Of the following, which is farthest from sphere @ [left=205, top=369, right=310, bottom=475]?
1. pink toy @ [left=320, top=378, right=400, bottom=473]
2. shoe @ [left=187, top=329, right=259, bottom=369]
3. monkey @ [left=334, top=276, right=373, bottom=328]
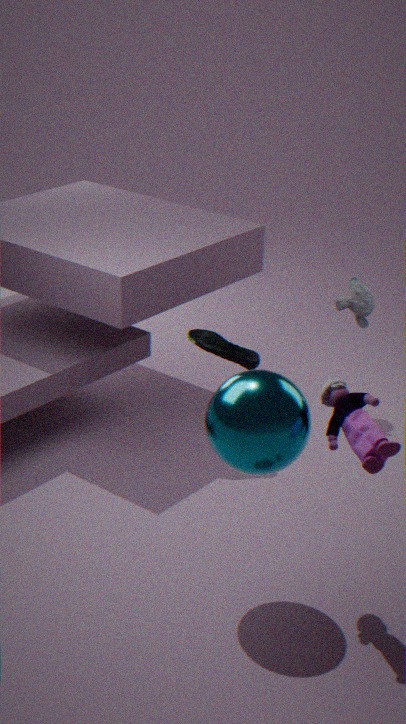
monkey @ [left=334, top=276, right=373, bottom=328]
